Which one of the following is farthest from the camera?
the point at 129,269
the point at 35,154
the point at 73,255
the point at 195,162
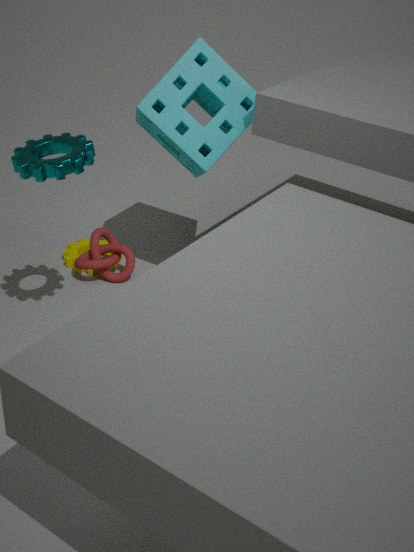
the point at 73,255
